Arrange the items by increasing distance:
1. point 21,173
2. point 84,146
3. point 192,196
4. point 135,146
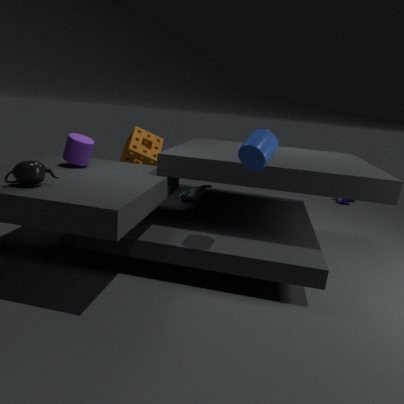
point 21,173, point 84,146, point 192,196, point 135,146
